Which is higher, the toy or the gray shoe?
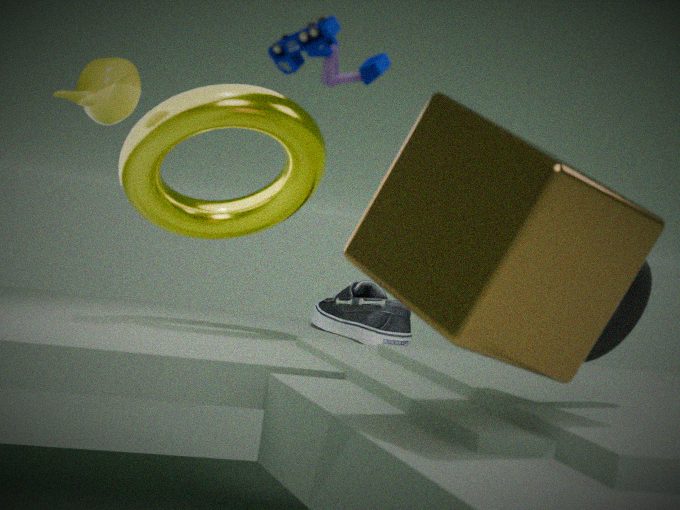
the toy
